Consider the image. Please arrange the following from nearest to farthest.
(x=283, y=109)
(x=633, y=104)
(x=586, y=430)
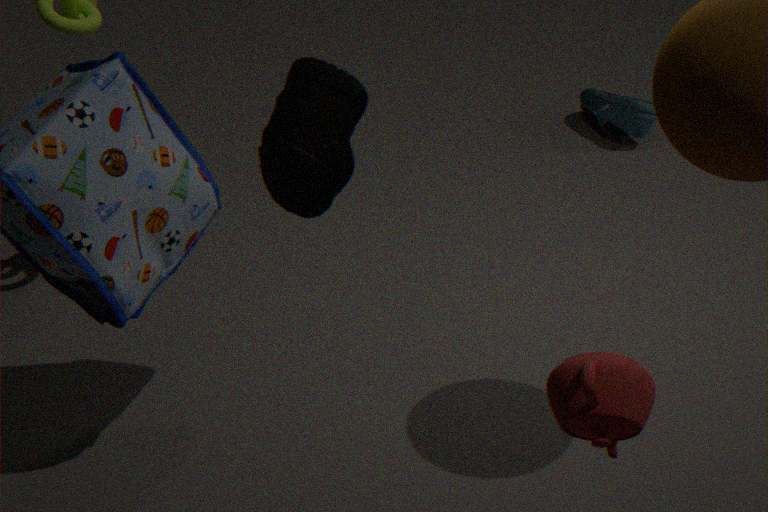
1. (x=283, y=109)
2. (x=586, y=430)
3. (x=633, y=104)
